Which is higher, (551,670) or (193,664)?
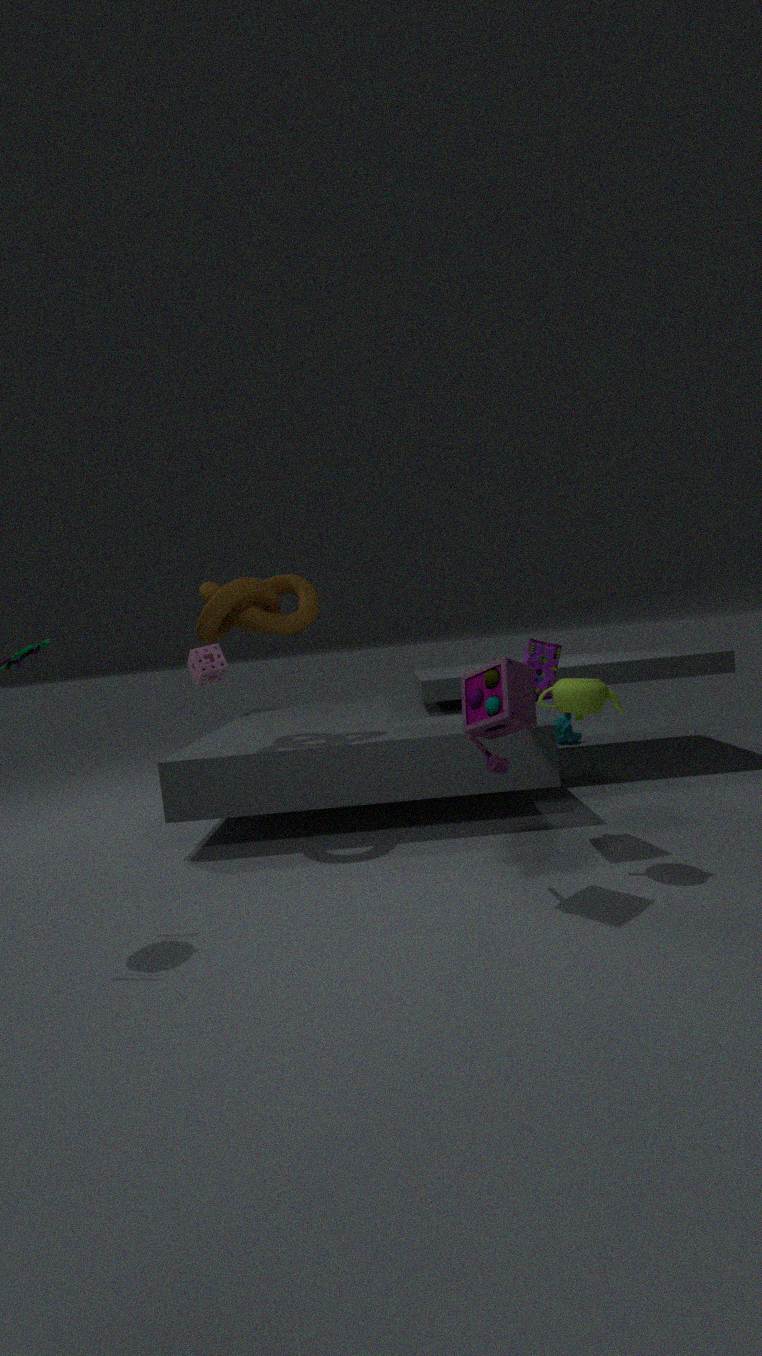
(193,664)
